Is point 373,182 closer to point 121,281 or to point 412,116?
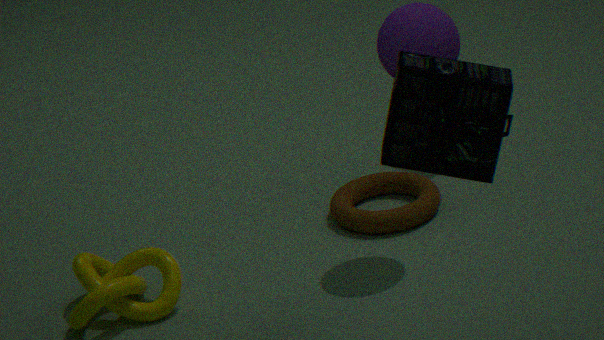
point 121,281
